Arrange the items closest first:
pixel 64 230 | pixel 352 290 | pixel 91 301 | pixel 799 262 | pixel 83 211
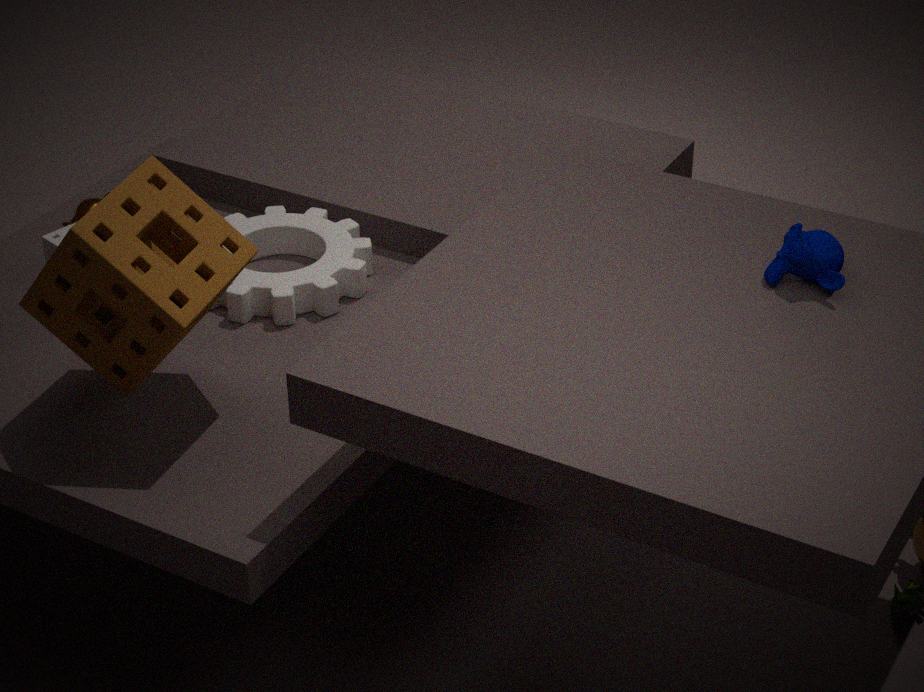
pixel 799 262 < pixel 91 301 < pixel 352 290 < pixel 64 230 < pixel 83 211
